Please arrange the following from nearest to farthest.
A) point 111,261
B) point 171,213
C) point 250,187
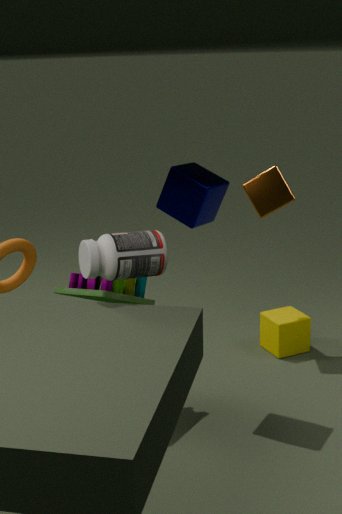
→ point 111,261 < point 171,213 < point 250,187
